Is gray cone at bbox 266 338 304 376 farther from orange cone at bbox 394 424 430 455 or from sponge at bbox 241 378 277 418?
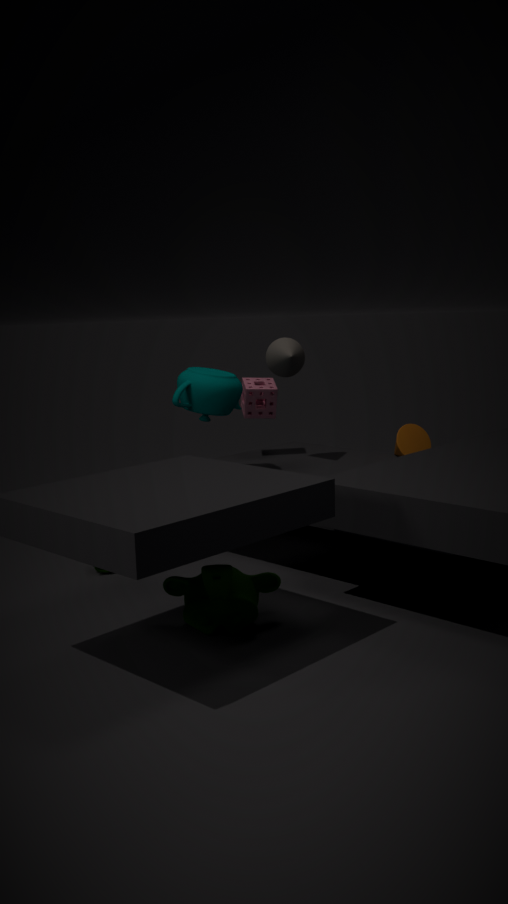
orange cone at bbox 394 424 430 455
